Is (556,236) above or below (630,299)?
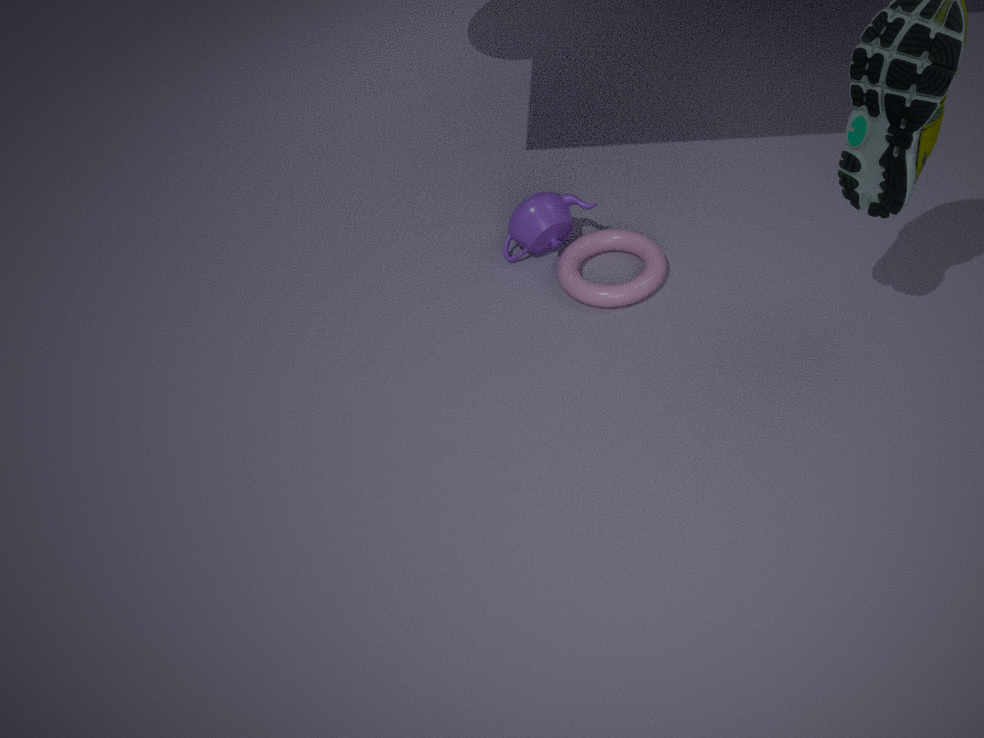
above
